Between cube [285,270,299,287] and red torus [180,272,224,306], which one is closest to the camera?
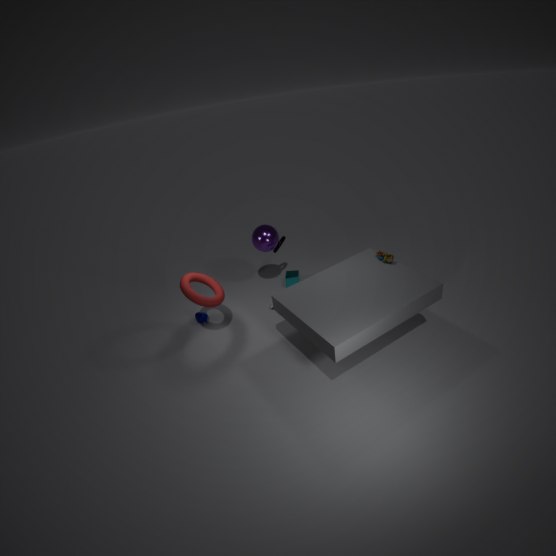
red torus [180,272,224,306]
